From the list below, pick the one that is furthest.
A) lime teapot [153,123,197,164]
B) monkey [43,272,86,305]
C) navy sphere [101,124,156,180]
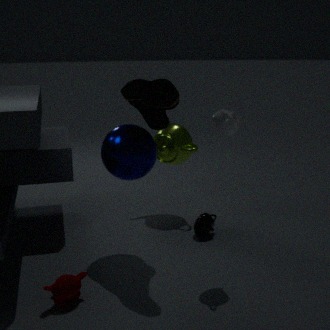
lime teapot [153,123,197,164]
